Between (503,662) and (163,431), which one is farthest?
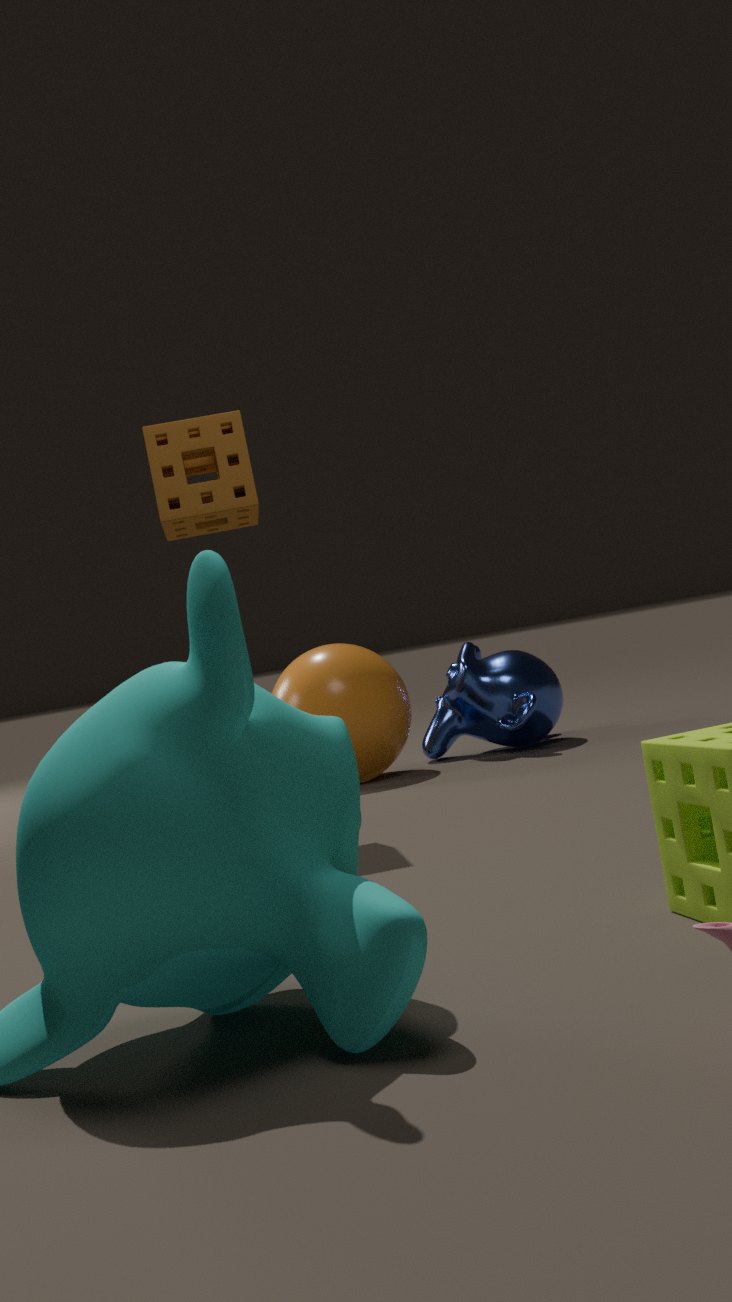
(503,662)
